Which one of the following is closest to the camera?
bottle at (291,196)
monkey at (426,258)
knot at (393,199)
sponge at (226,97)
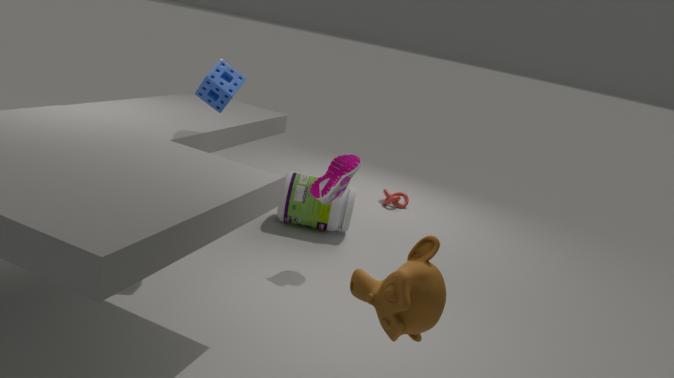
monkey at (426,258)
